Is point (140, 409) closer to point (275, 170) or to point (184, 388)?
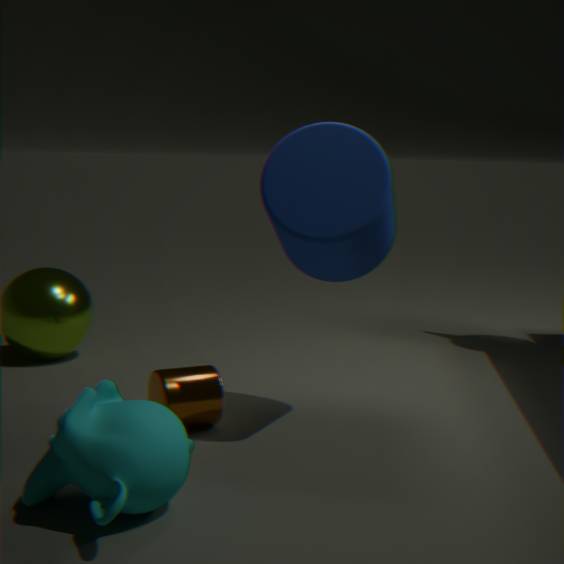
point (184, 388)
